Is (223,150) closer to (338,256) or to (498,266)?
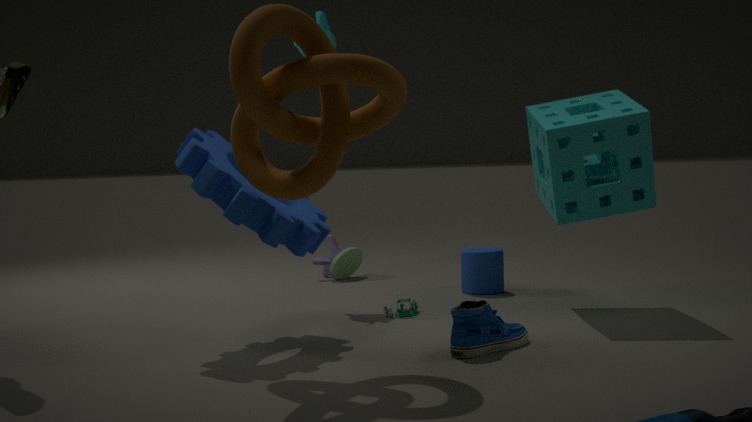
(498,266)
